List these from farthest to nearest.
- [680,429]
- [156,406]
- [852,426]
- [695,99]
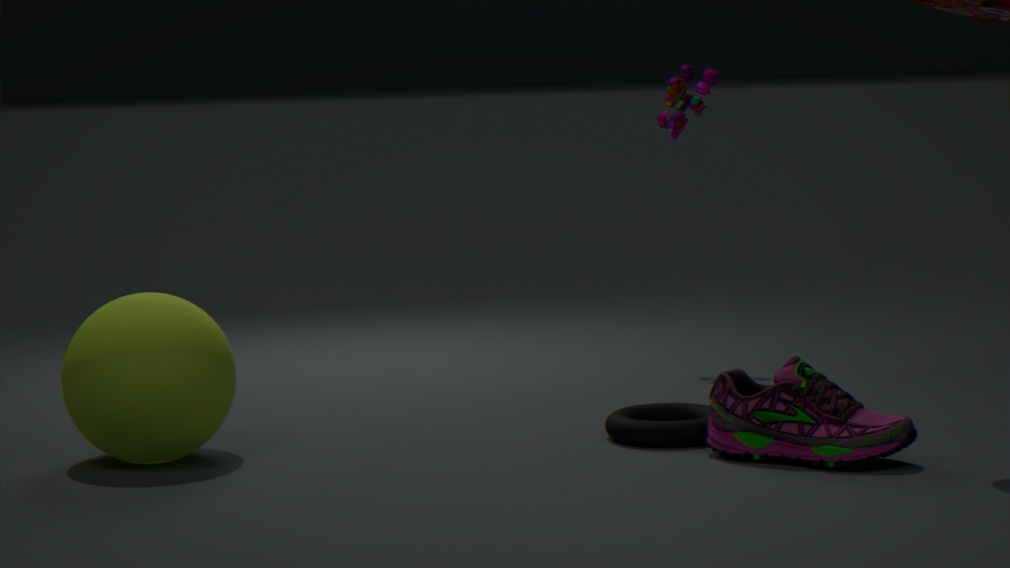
[695,99], [680,429], [156,406], [852,426]
